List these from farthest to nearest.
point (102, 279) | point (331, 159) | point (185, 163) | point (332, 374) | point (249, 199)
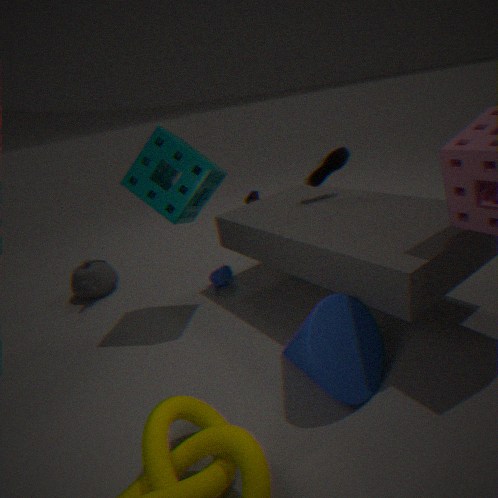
point (249, 199) → point (102, 279) → point (331, 159) → point (185, 163) → point (332, 374)
